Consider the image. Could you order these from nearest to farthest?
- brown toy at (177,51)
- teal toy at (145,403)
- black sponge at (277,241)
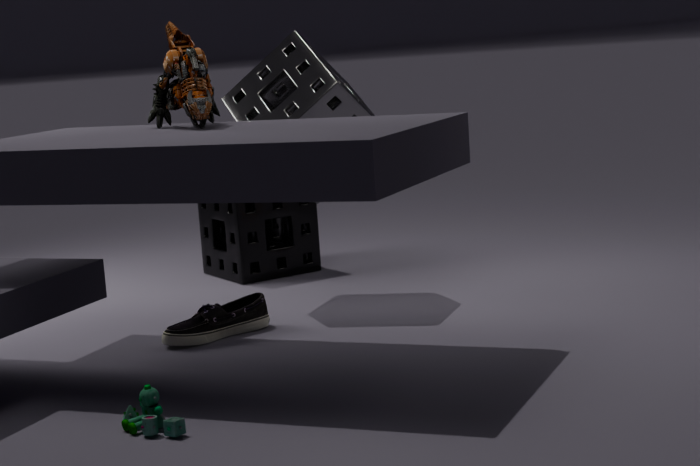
teal toy at (145,403) < brown toy at (177,51) < black sponge at (277,241)
